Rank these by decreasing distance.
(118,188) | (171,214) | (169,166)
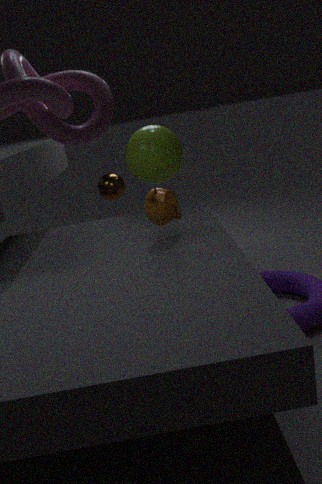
(118,188), (169,166), (171,214)
